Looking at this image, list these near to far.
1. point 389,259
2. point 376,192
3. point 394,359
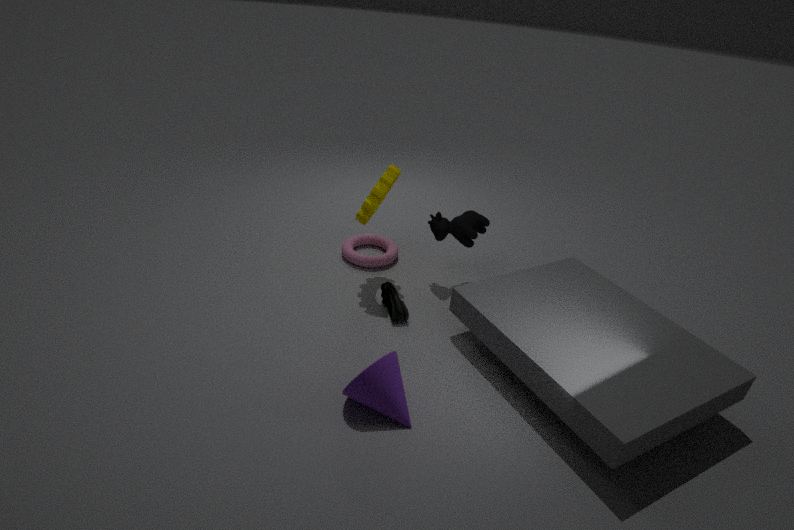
point 394,359 → point 376,192 → point 389,259
